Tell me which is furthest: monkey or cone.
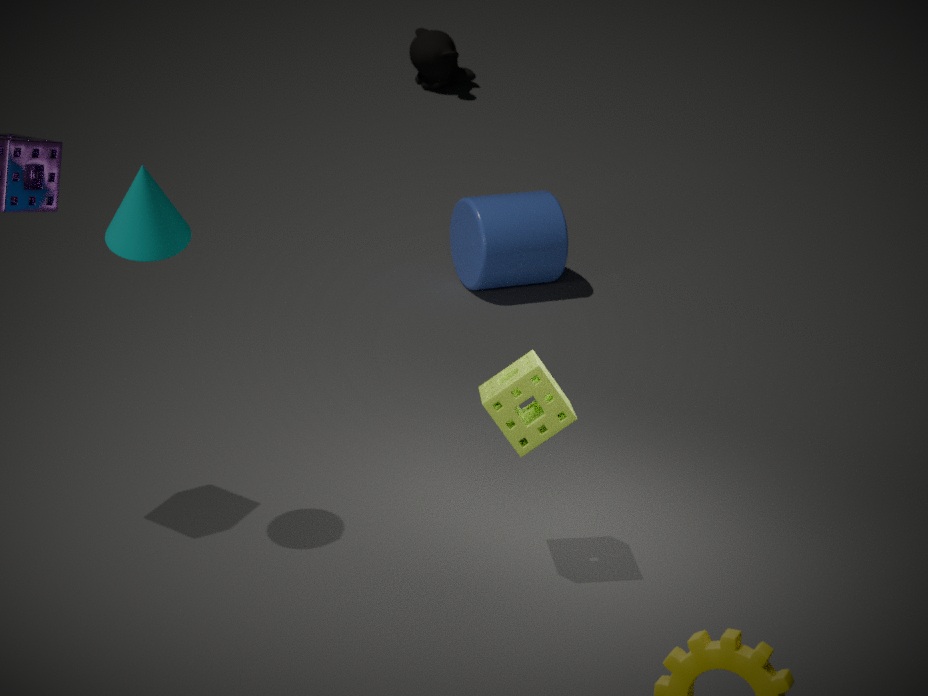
monkey
